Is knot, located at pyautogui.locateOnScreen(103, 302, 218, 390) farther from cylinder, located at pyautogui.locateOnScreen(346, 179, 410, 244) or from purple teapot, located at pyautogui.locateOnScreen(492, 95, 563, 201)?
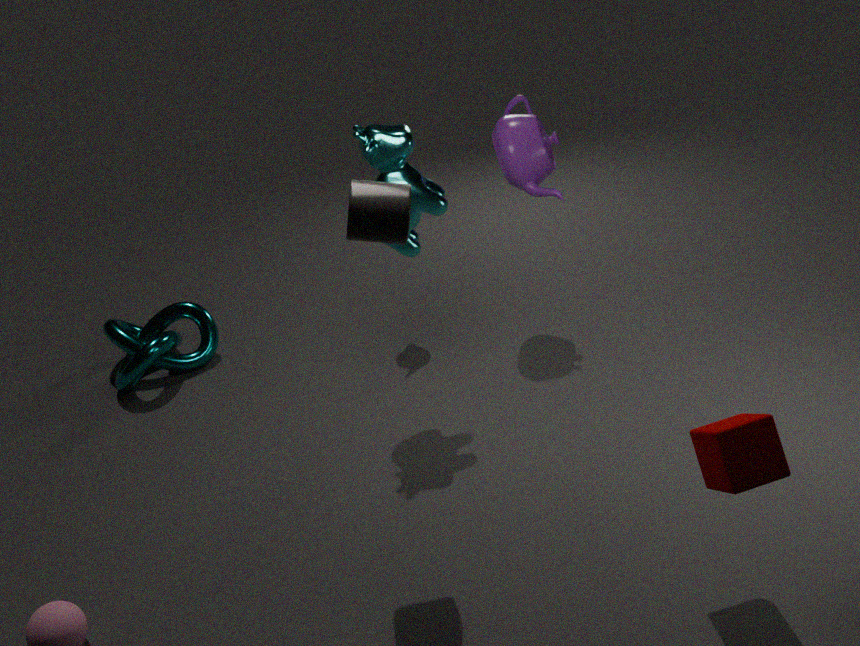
cylinder, located at pyautogui.locateOnScreen(346, 179, 410, 244)
